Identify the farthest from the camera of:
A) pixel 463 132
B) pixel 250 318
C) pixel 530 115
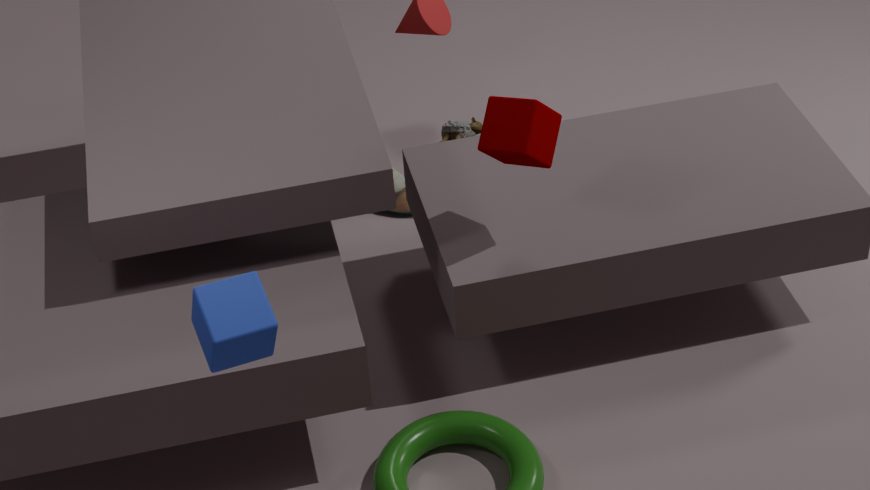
pixel 463 132
